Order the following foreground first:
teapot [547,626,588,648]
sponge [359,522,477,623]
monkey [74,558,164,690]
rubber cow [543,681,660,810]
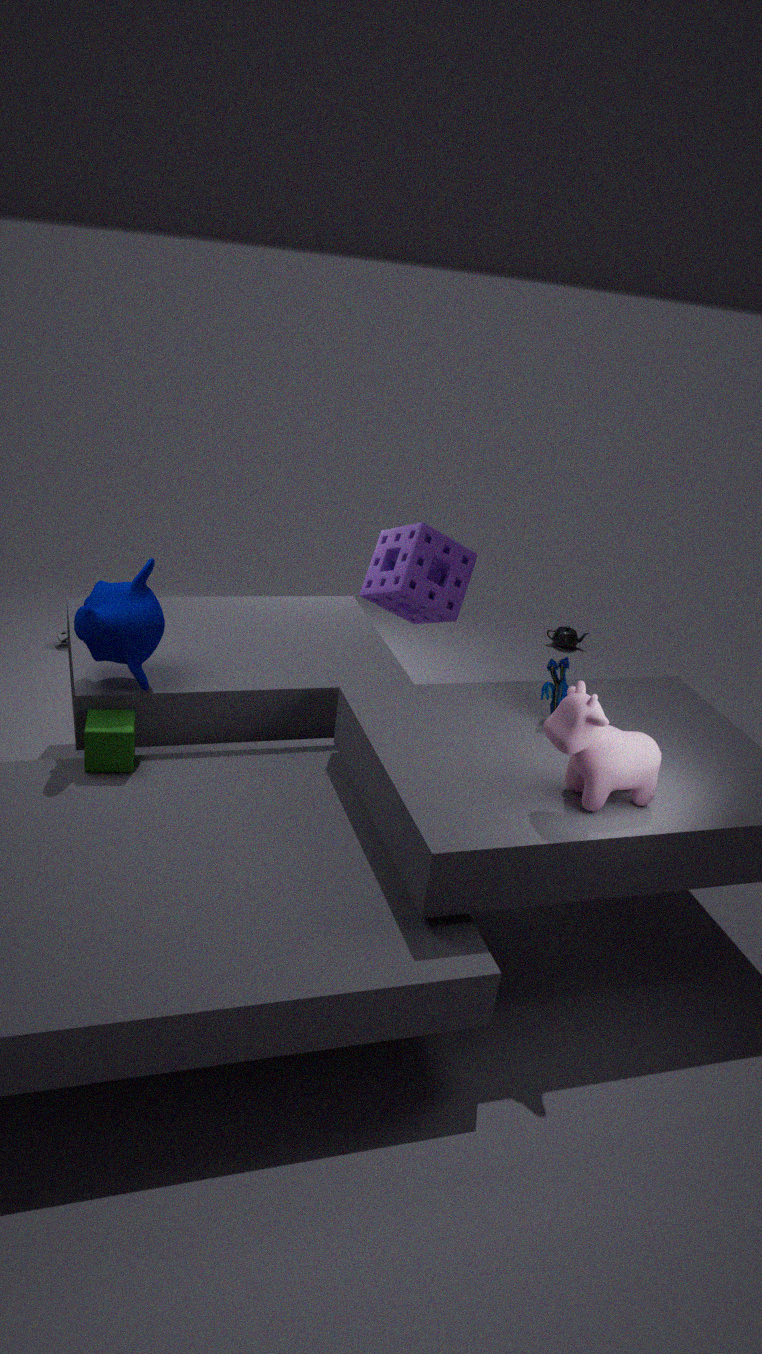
rubber cow [543,681,660,810]
monkey [74,558,164,690]
sponge [359,522,477,623]
teapot [547,626,588,648]
